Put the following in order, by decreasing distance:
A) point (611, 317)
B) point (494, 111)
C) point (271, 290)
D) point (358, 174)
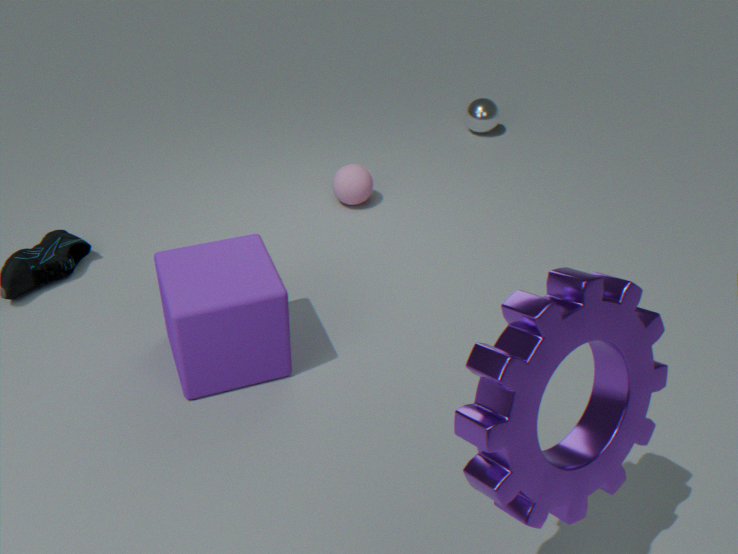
point (494, 111)
point (358, 174)
point (271, 290)
point (611, 317)
